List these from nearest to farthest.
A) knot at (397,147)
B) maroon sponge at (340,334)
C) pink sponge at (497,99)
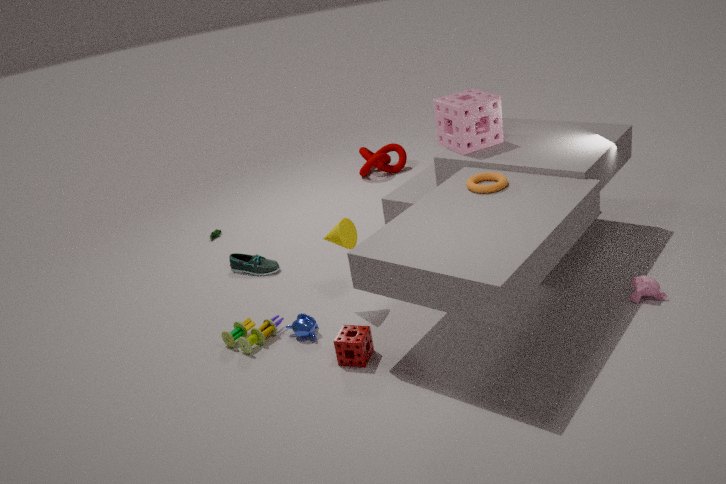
B. maroon sponge at (340,334), C. pink sponge at (497,99), A. knot at (397,147)
